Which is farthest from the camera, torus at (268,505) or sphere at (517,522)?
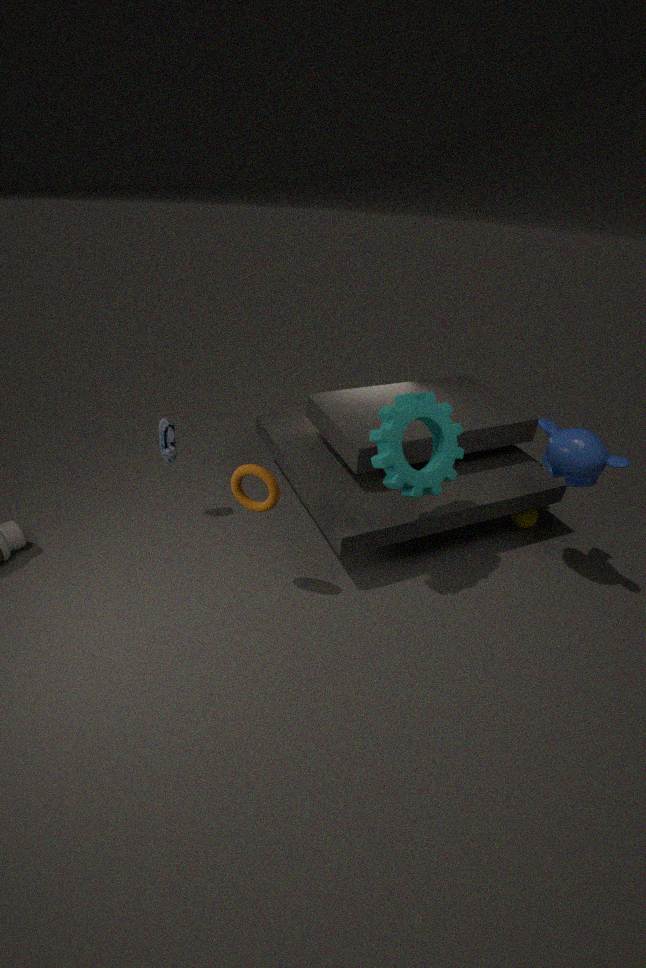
sphere at (517,522)
